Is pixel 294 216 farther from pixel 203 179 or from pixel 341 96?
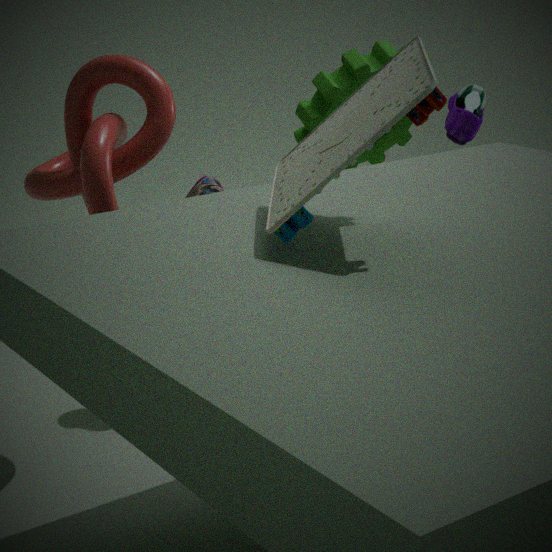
pixel 341 96
